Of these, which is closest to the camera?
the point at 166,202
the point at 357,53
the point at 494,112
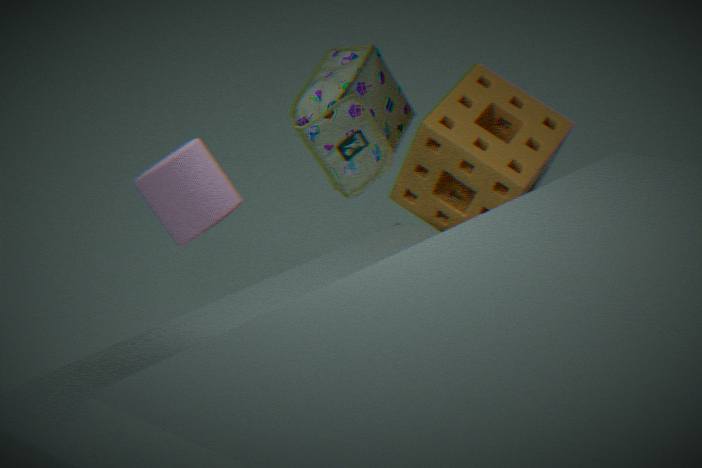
the point at 166,202
